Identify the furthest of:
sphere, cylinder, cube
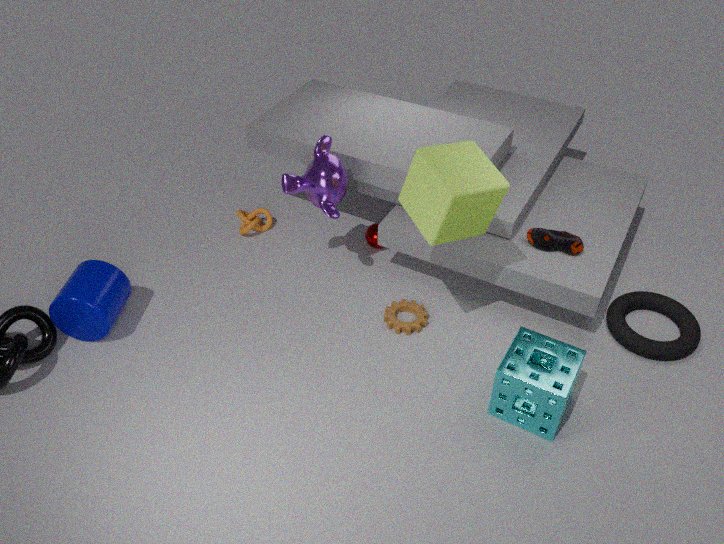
sphere
